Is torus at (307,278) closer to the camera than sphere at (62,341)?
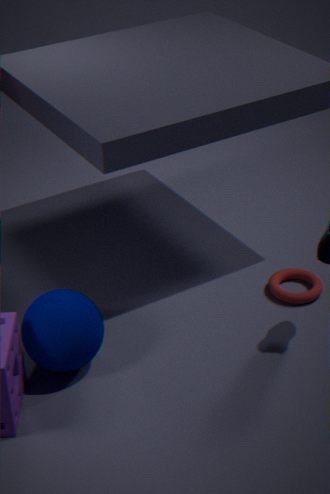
No
